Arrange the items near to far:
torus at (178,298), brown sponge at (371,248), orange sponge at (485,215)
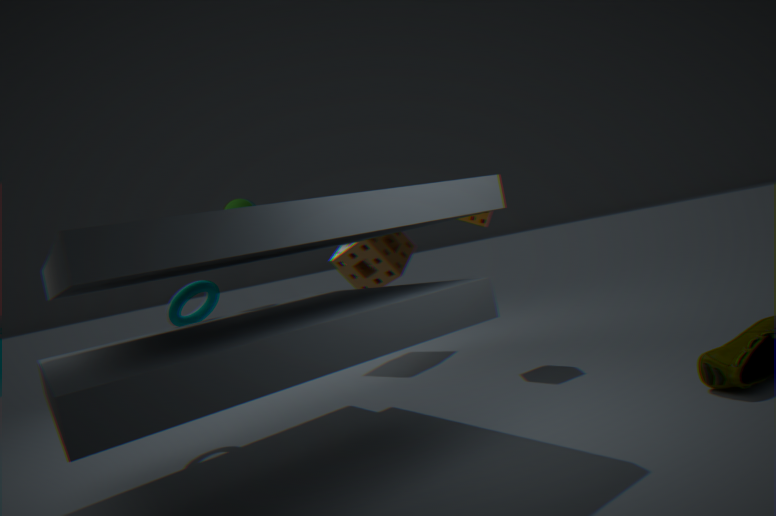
torus at (178,298) → orange sponge at (485,215) → brown sponge at (371,248)
